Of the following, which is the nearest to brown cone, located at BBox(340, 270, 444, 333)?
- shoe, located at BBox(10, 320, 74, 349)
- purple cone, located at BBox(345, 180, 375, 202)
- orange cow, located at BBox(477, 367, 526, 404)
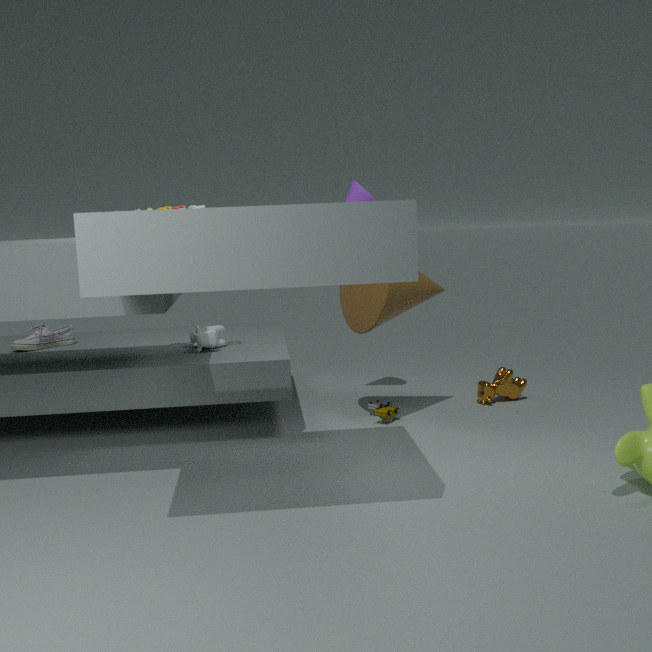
purple cone, located at BBox(345, 180, 375, 202)
